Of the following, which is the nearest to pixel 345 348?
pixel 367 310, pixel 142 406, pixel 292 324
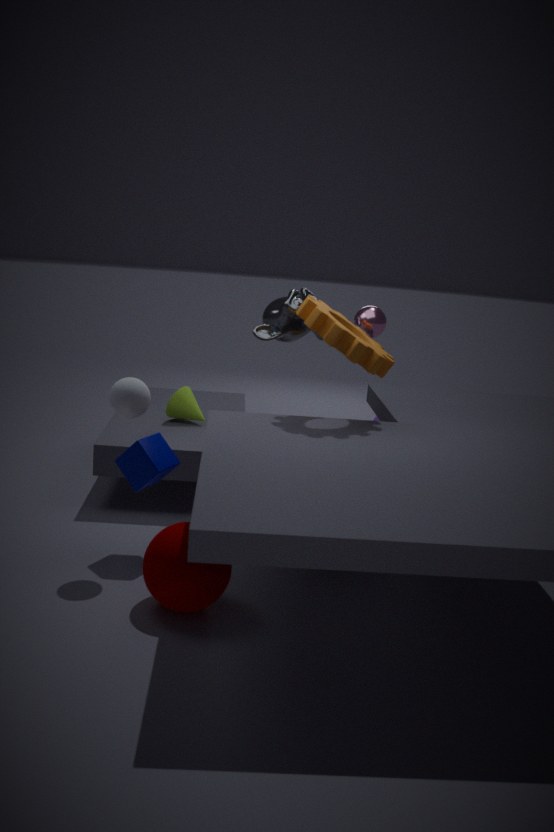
pixel 367 310
